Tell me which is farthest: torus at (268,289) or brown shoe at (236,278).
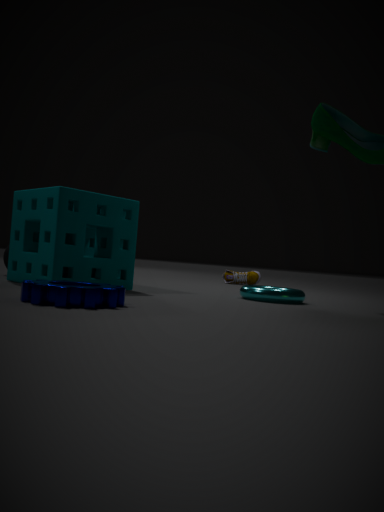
brown shoe at (236,278)
